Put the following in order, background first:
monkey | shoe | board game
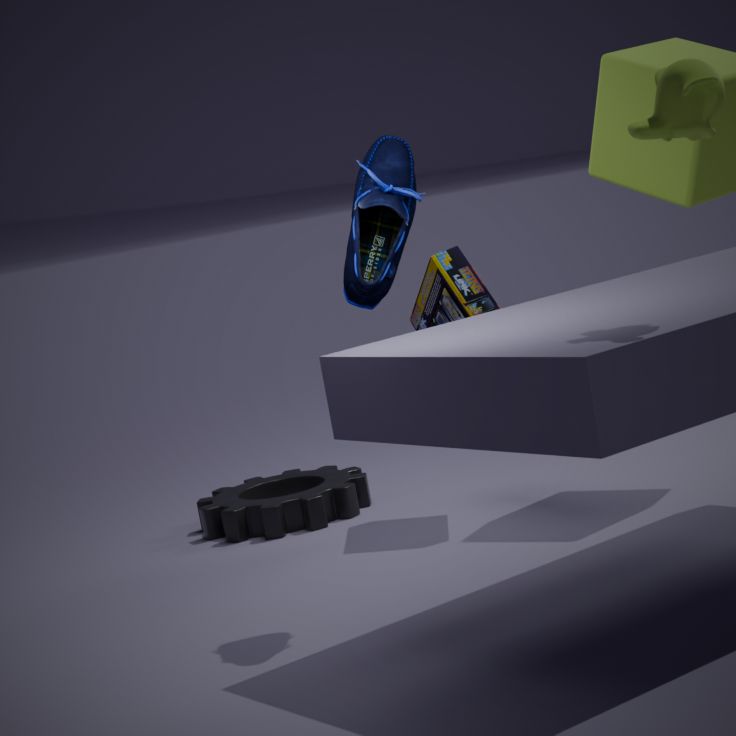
board game
shoe
monkey
